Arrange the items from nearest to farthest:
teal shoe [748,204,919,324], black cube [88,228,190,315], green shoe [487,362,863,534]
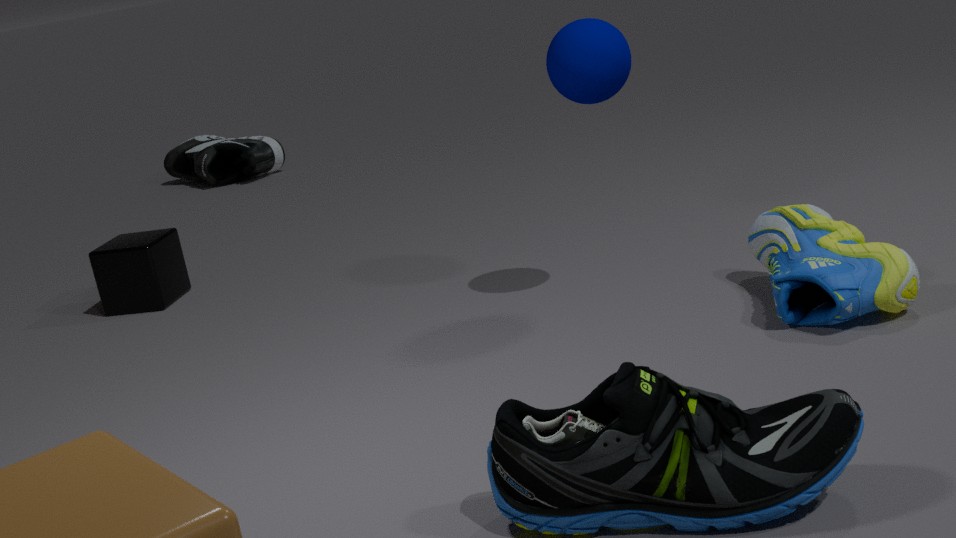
green shoe [487,362,863,534]
teal shoe [748,204,919,324]
black cube [88,228,190,315]
